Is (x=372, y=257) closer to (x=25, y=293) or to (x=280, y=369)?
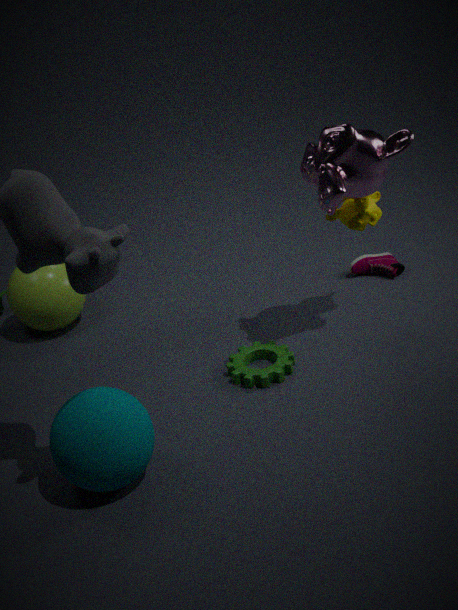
(x=280, y=369)
